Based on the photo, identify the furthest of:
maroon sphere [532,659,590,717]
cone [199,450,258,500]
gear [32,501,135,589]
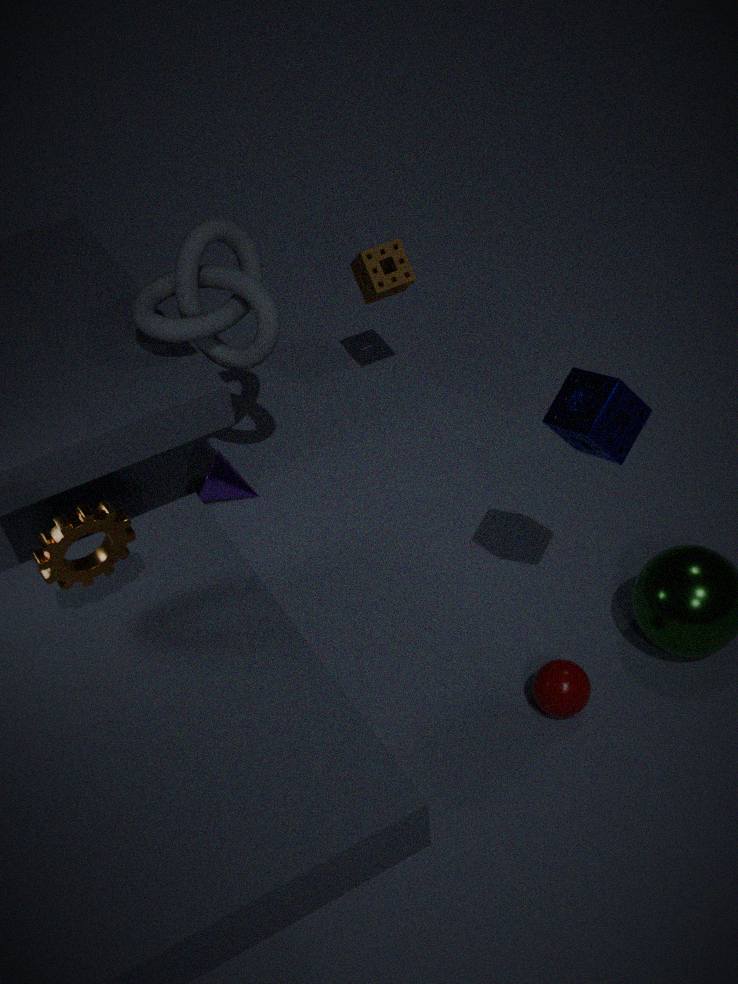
cone [199,450,258,500]
